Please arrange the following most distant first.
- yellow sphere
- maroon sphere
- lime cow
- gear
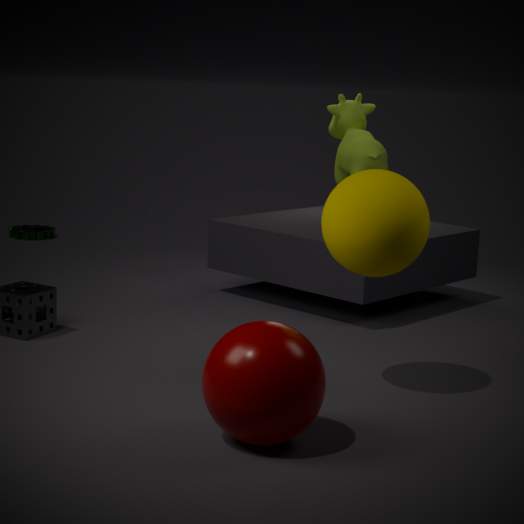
gear, lime cow, yellow sphere, maroon sphere
